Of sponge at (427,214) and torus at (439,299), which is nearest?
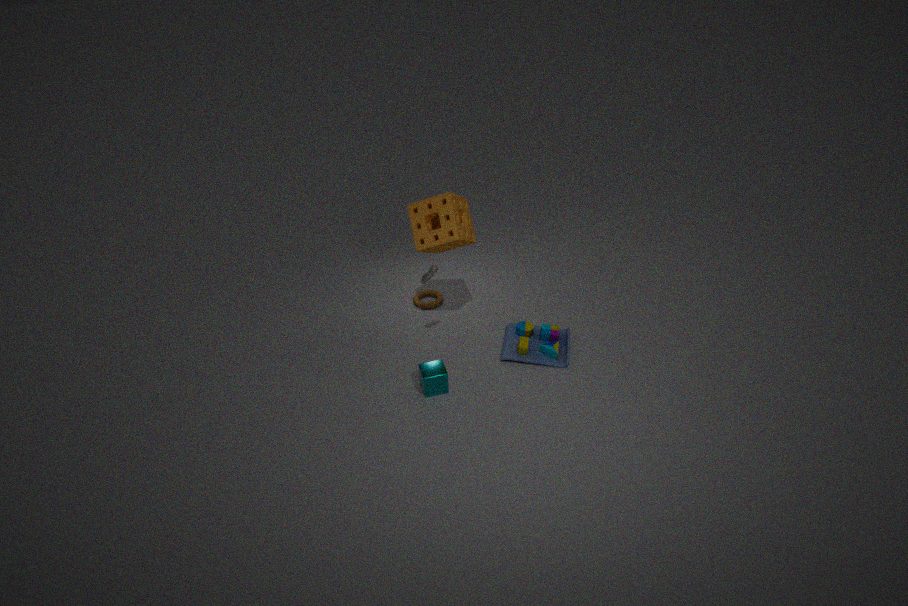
sponge at (427,214)
